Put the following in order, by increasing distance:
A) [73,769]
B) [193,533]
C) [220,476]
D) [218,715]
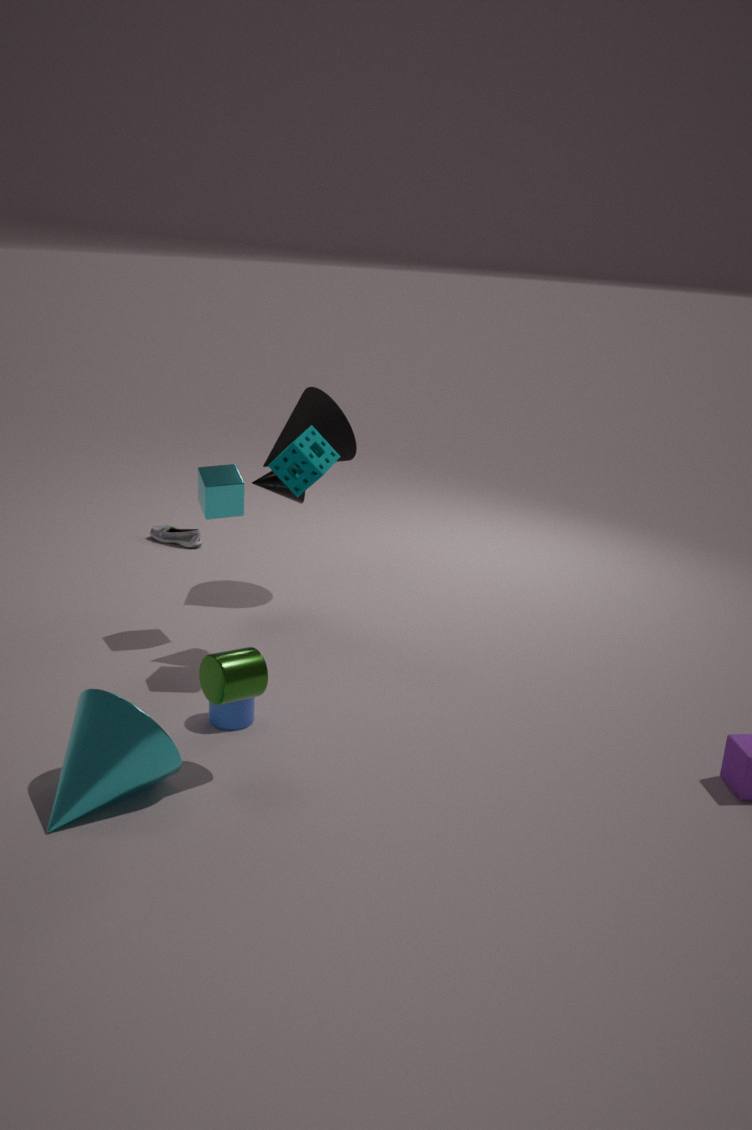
1. [73,769]
2. [218,715]
3. [220,476]
4. [193,533]
